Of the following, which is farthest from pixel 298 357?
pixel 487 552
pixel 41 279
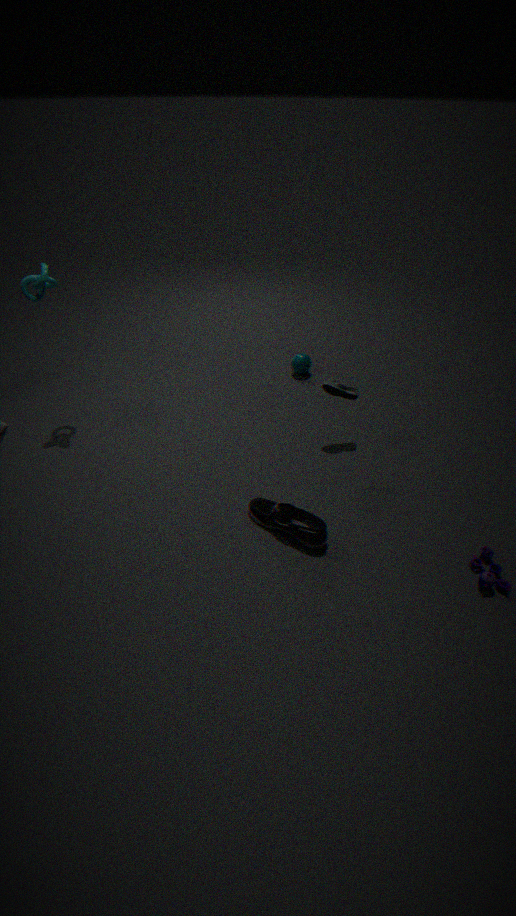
pixel 487 552
